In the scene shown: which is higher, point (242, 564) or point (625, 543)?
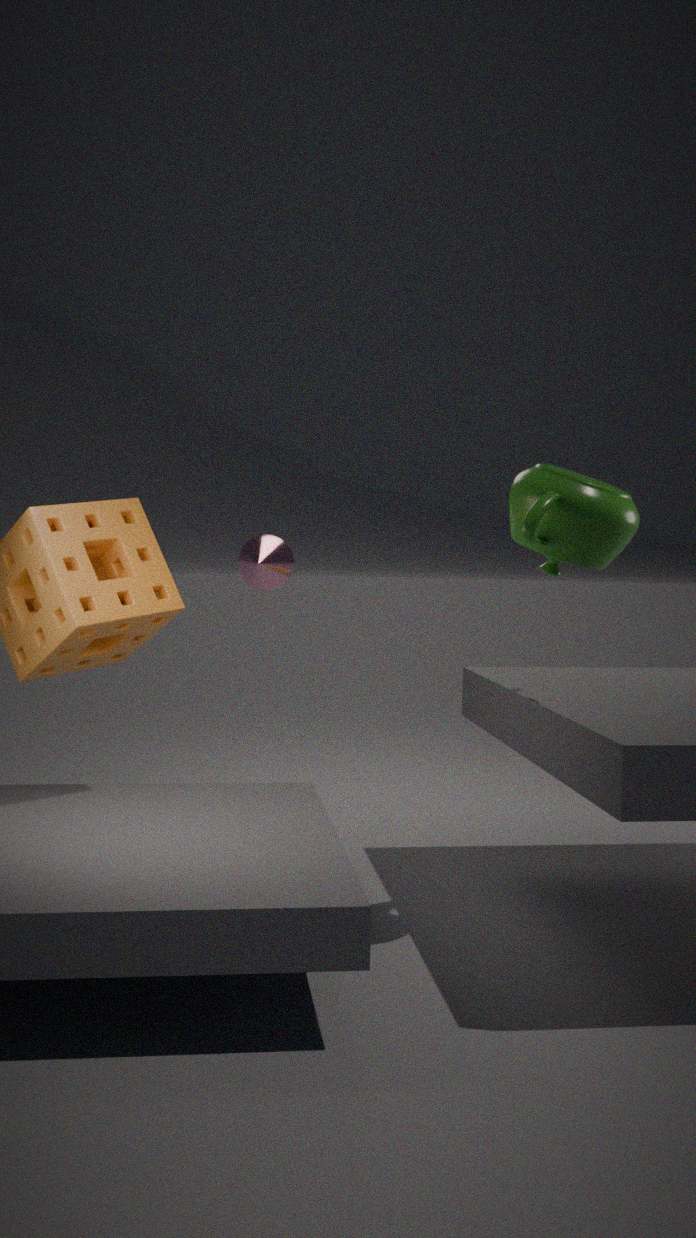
point (625, 543)
